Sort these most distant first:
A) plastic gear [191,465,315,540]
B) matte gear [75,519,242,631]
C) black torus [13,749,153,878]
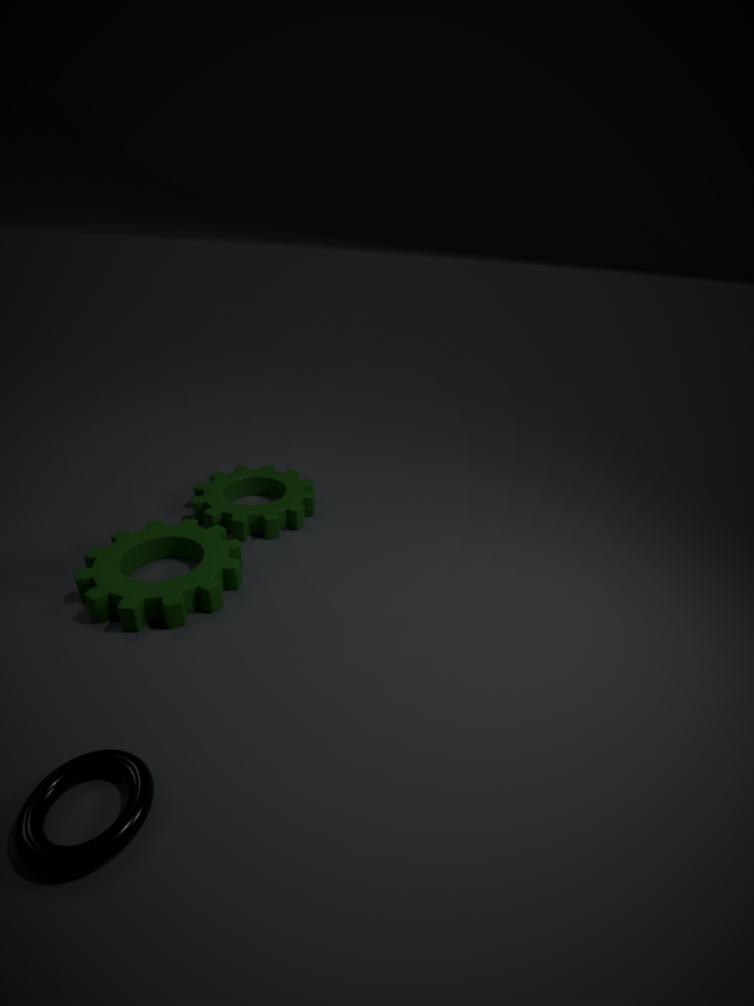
plastic gear [191,465,315,540] → matte gear [75,519,242,631] → black torus [13,749,153,878]
